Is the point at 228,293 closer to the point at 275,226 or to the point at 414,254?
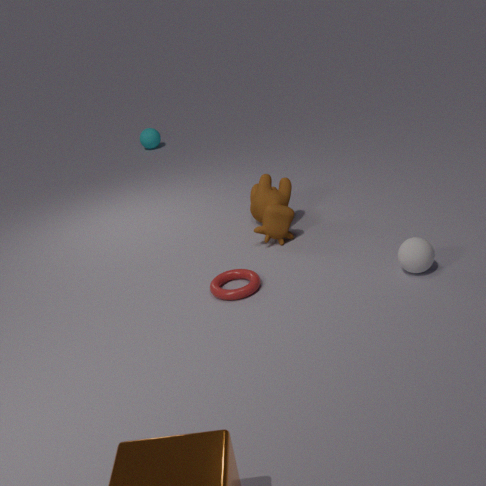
the point at 275,226
